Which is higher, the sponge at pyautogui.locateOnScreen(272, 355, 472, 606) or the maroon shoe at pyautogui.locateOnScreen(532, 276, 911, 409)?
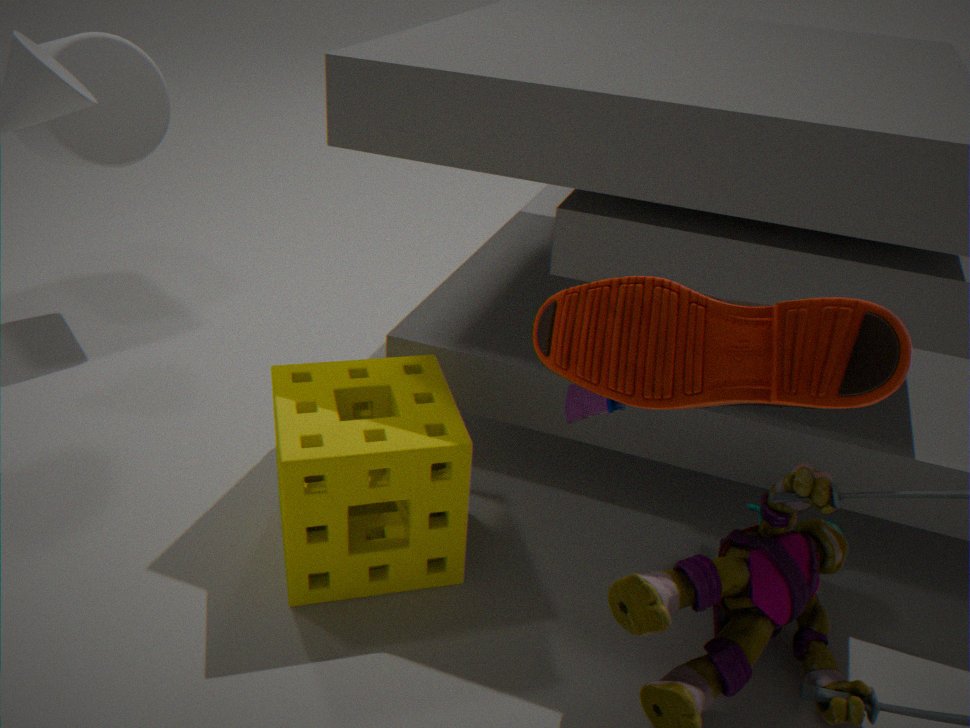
the maroon shoe at pyautogui.locateOnScreen(532, 276, 911, 409)
